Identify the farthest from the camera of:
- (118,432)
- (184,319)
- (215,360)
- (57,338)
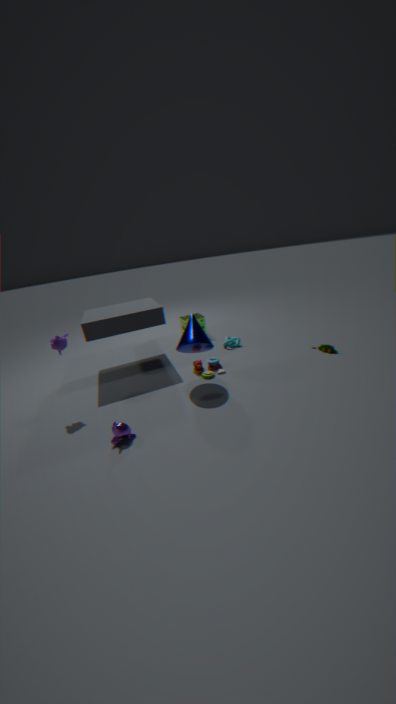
(184,319)
